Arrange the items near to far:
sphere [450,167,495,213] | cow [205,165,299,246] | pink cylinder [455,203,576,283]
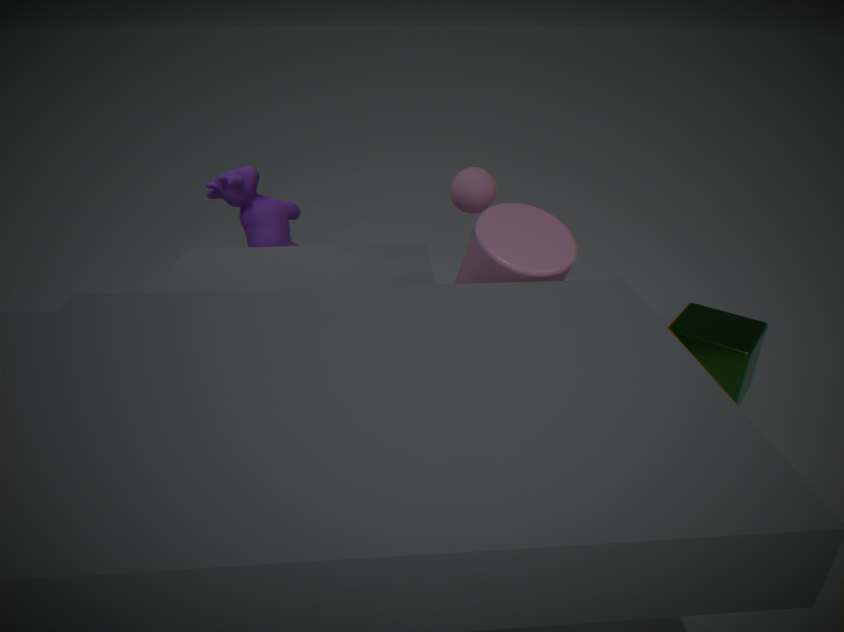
pink cylinder [455,203,576,283], sphere [450,167,495,213], cow [205,165,299,246]
